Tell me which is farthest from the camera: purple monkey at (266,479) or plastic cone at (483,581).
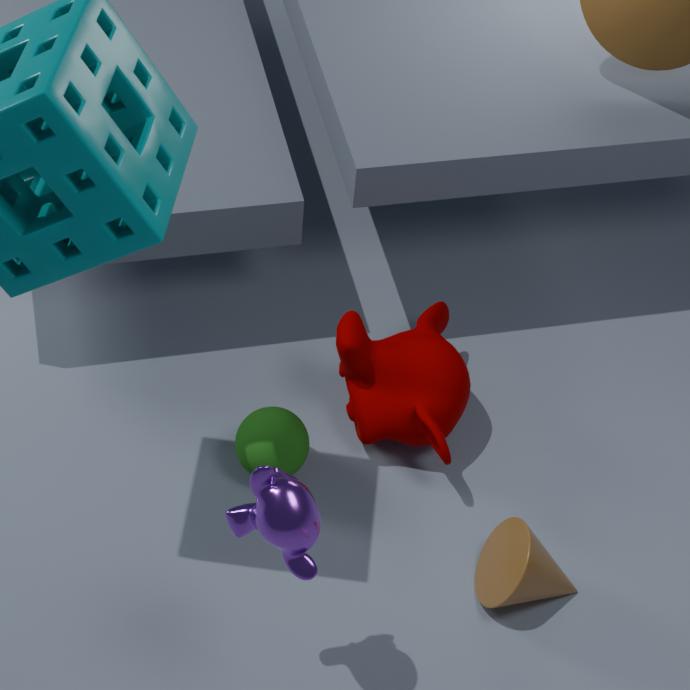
plastic cone at (483,581)
